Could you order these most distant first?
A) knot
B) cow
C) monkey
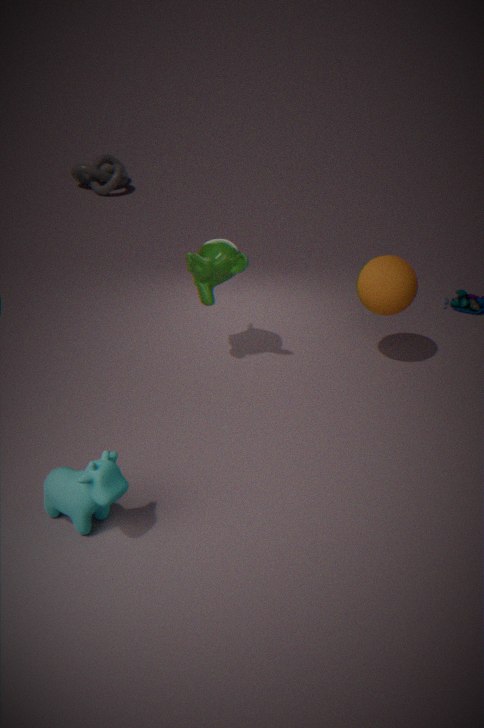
knot < monkey < cow
